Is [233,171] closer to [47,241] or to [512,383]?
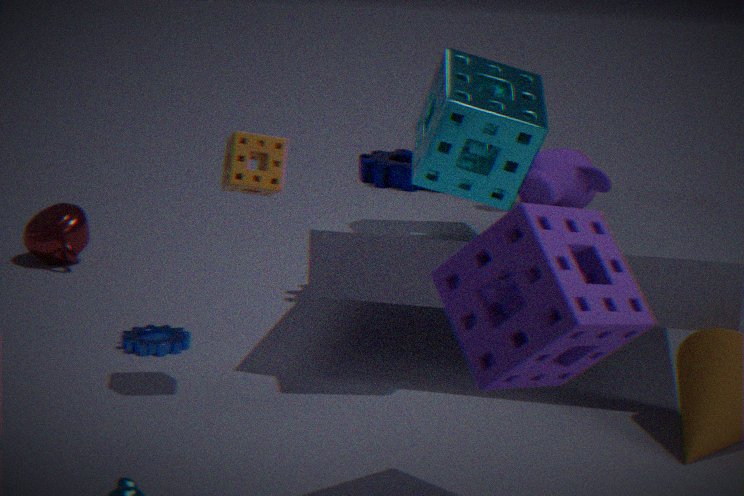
[512,383]
